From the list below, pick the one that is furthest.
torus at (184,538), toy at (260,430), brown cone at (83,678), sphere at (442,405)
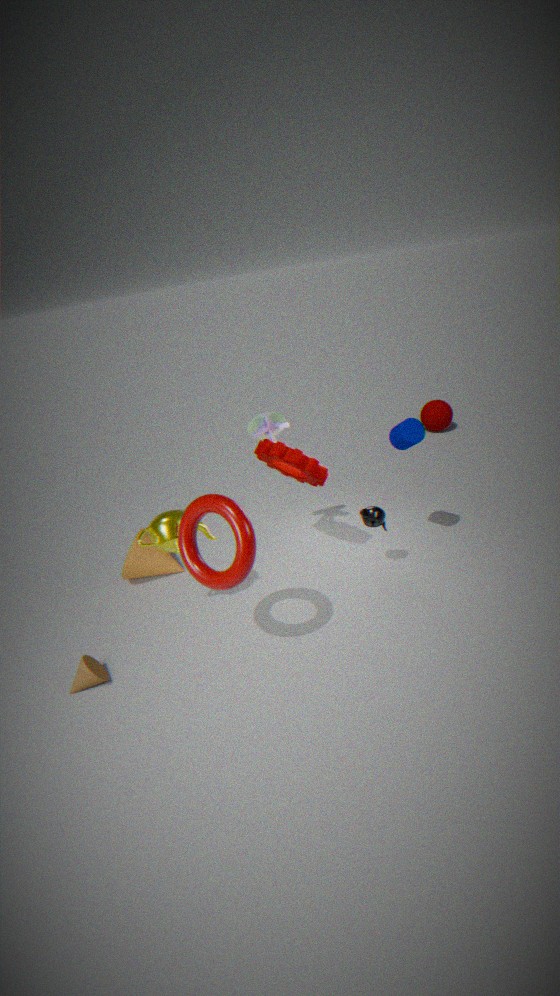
sphere at (442,405)
